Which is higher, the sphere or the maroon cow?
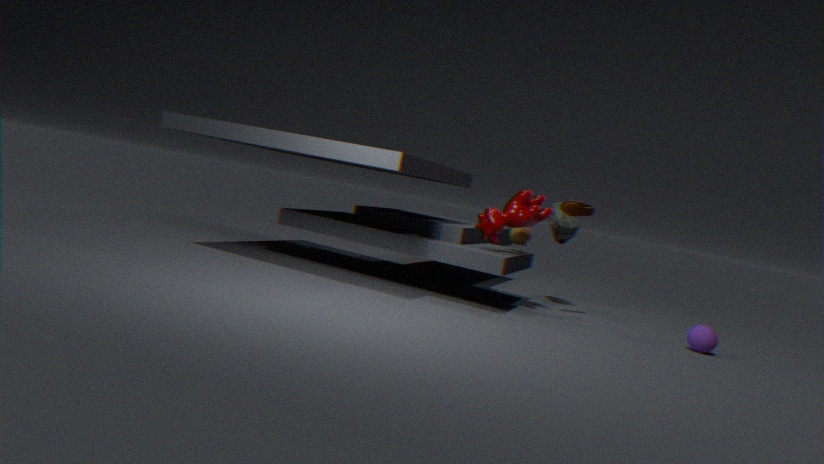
the maroon cow
